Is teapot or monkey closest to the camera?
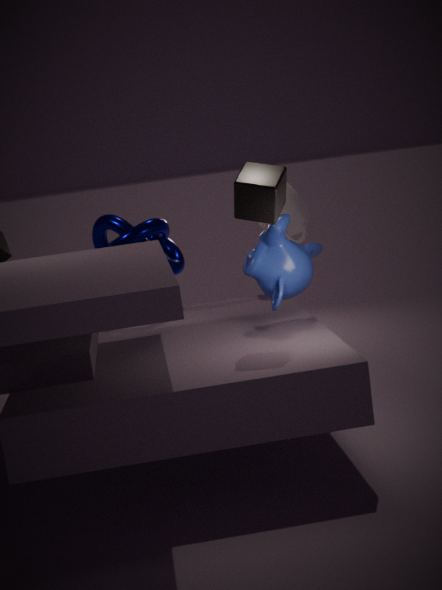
monkey
